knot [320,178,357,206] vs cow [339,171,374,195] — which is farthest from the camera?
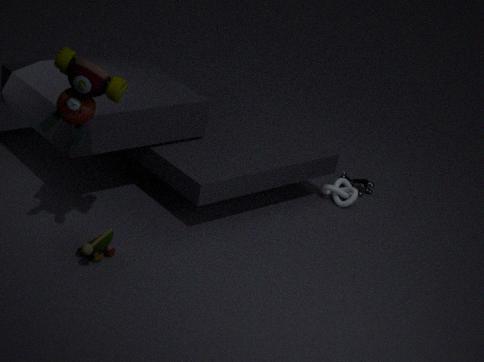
cow [339,171,374,195]
